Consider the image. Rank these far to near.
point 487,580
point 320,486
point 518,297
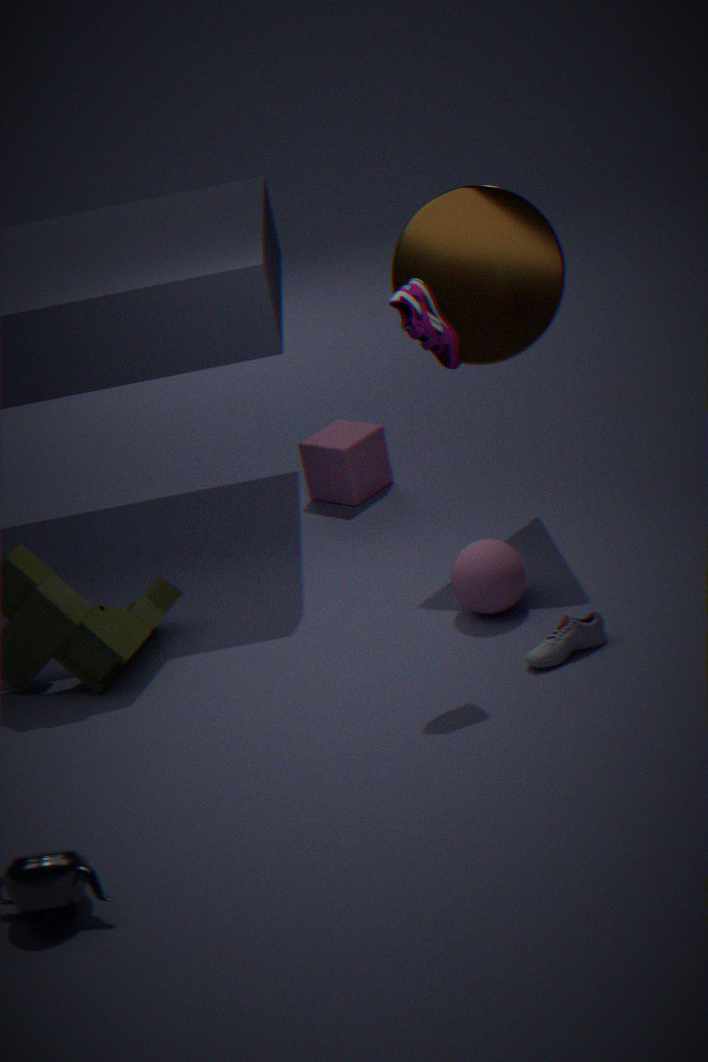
point 320,486
point 518,297
point 487,580
